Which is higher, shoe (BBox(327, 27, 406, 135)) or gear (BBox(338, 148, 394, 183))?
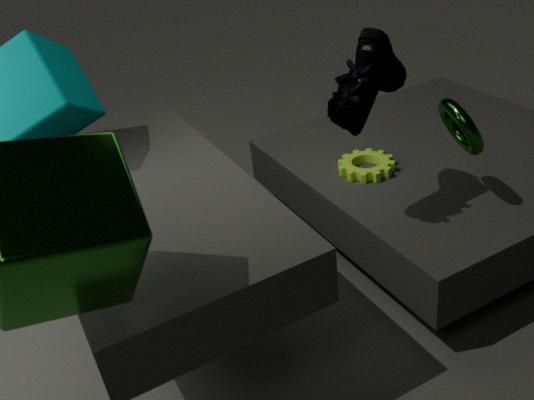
shoe (BBox(327, 27, 406, 135))
